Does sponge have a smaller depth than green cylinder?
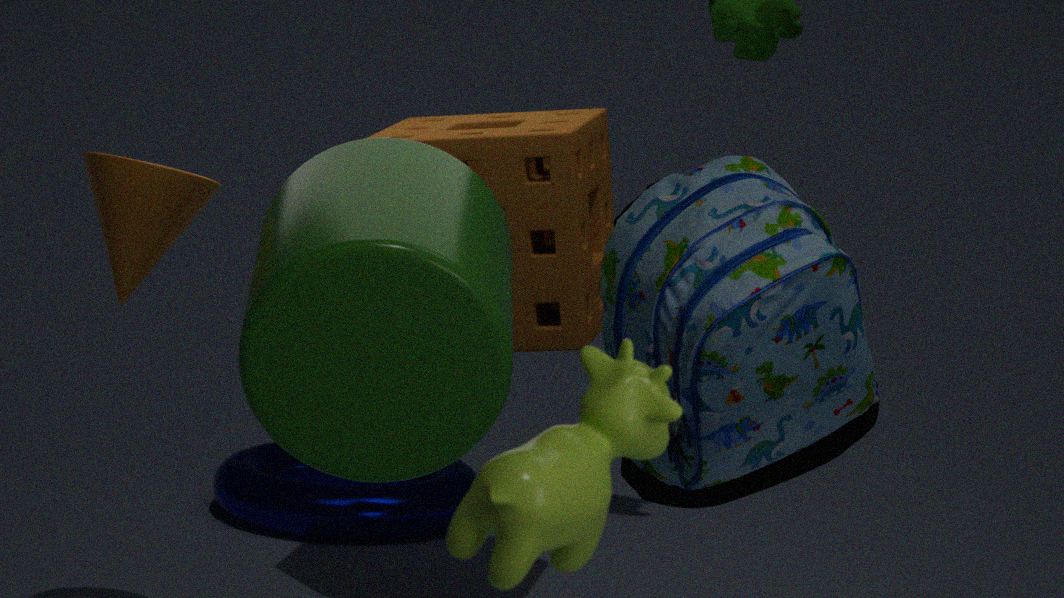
No
